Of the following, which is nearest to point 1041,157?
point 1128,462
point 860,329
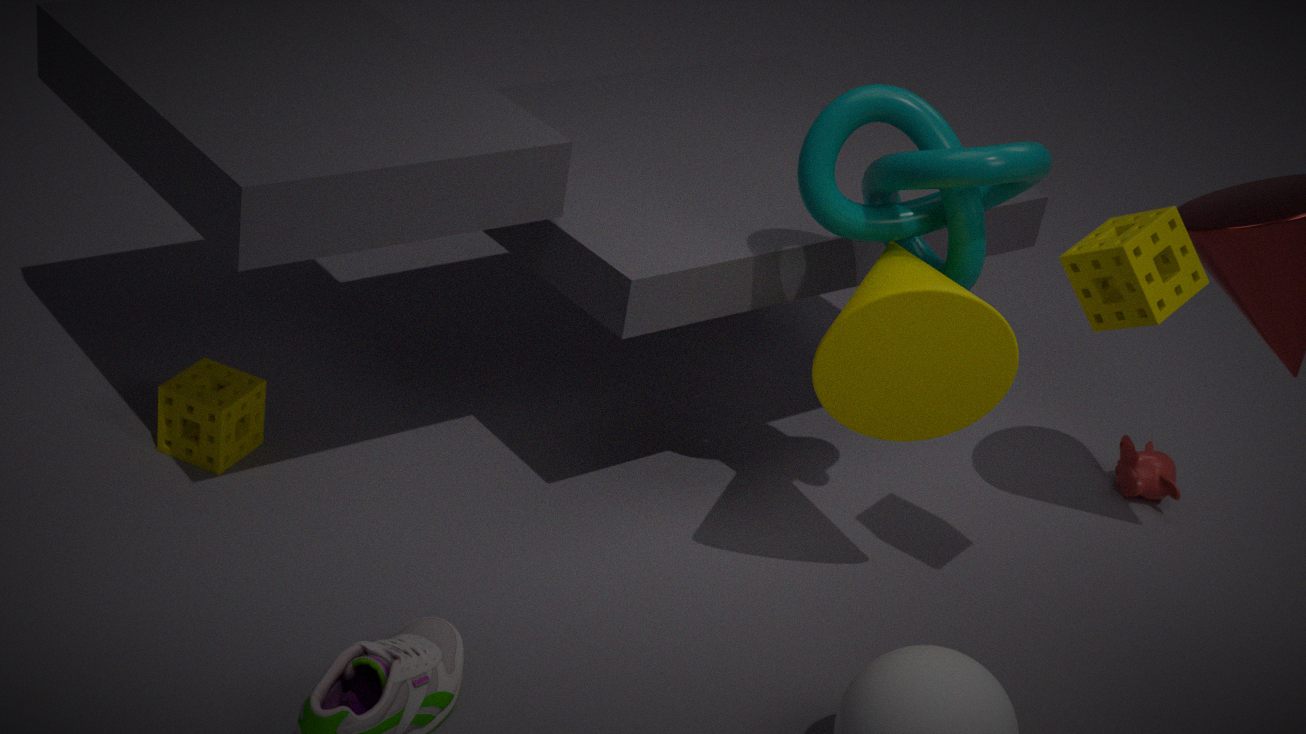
point 860,329
